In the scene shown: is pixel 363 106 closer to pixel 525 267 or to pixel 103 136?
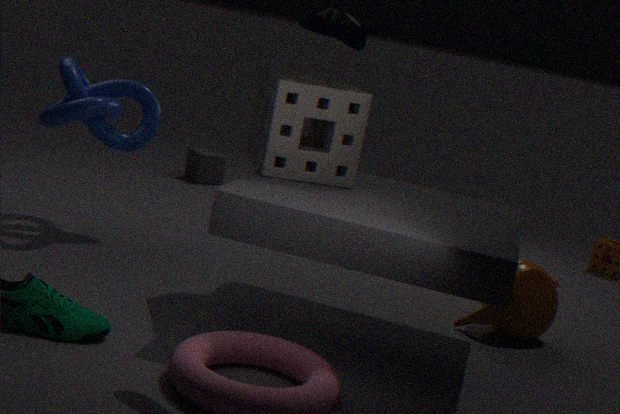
pixel 103 136
